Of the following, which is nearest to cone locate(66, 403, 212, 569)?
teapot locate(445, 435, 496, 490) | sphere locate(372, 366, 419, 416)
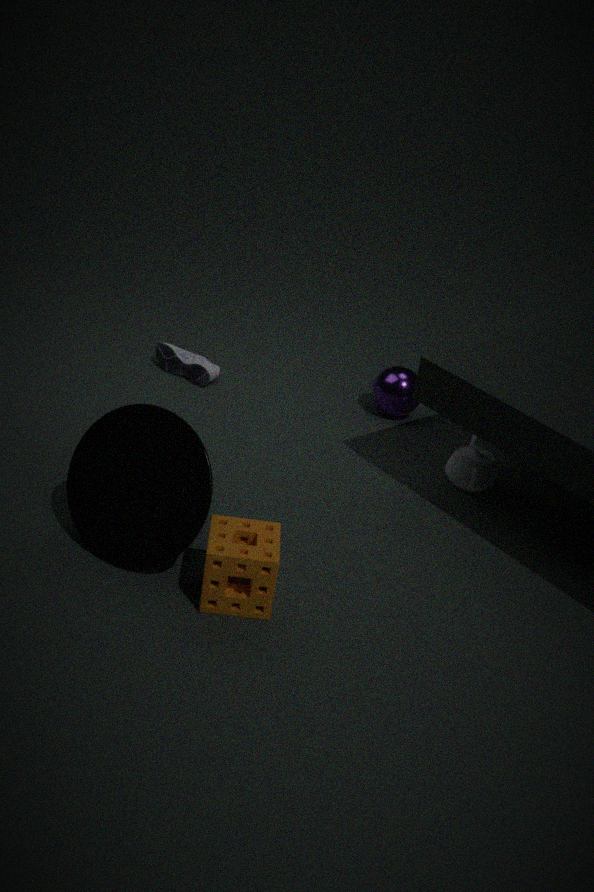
teapot locate(445, 435, 496, 490)
